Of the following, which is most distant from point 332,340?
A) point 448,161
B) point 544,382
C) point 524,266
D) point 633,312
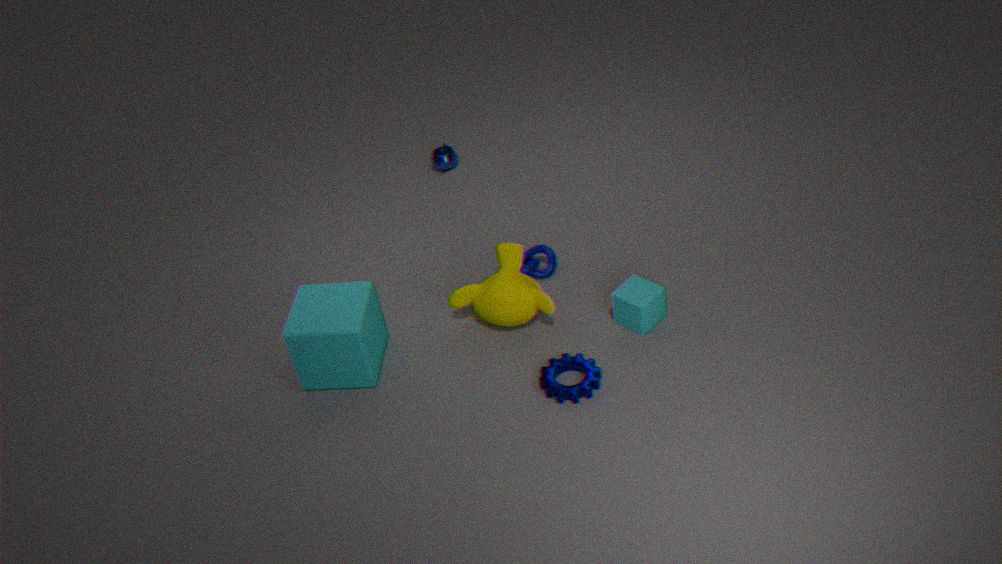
point 448,161
